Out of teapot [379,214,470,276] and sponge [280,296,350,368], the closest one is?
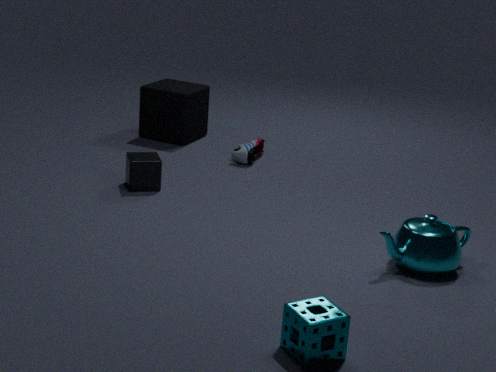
sponge [280,296,350,368]
